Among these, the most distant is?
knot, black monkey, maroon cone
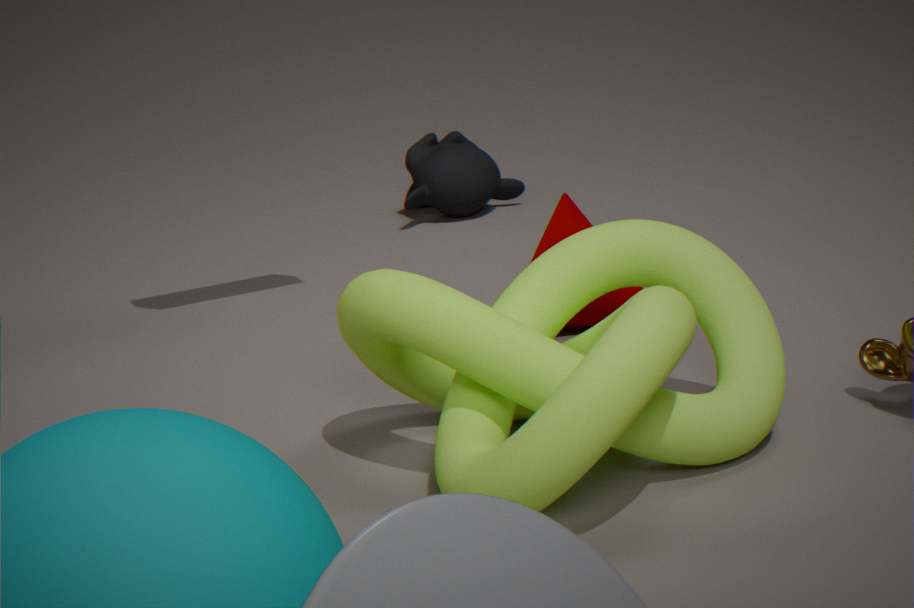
black monkey
